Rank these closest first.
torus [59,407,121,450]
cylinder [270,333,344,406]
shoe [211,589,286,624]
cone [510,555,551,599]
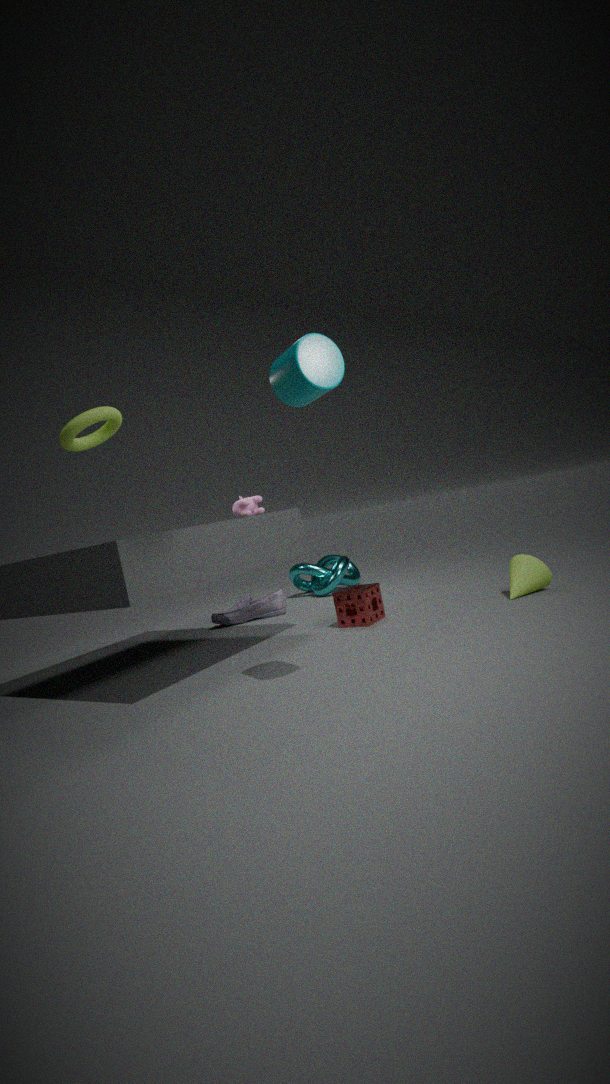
1. cylinder [270,333,344,406]
2. torus [59,407,121,450]
3. cone [510,555,551,599]
4. shoe [211,589,286,624]
